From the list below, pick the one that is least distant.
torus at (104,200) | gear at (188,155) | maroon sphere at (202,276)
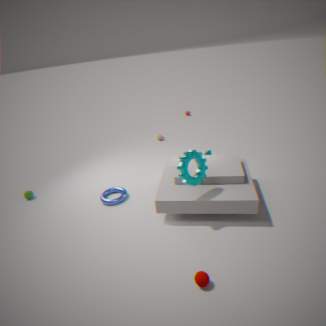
maroon sphere at (202,276)
